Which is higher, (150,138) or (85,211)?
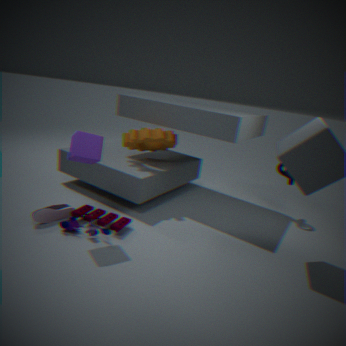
(150,138)
